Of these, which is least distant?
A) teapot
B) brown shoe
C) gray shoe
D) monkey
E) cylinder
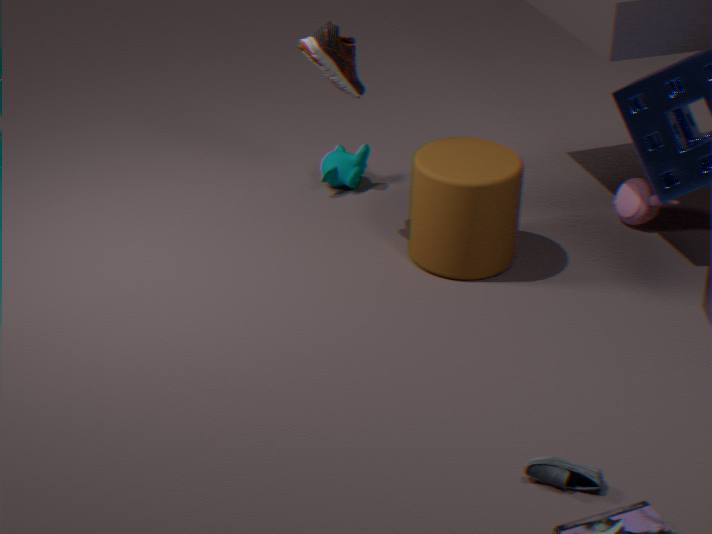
gray shoe
